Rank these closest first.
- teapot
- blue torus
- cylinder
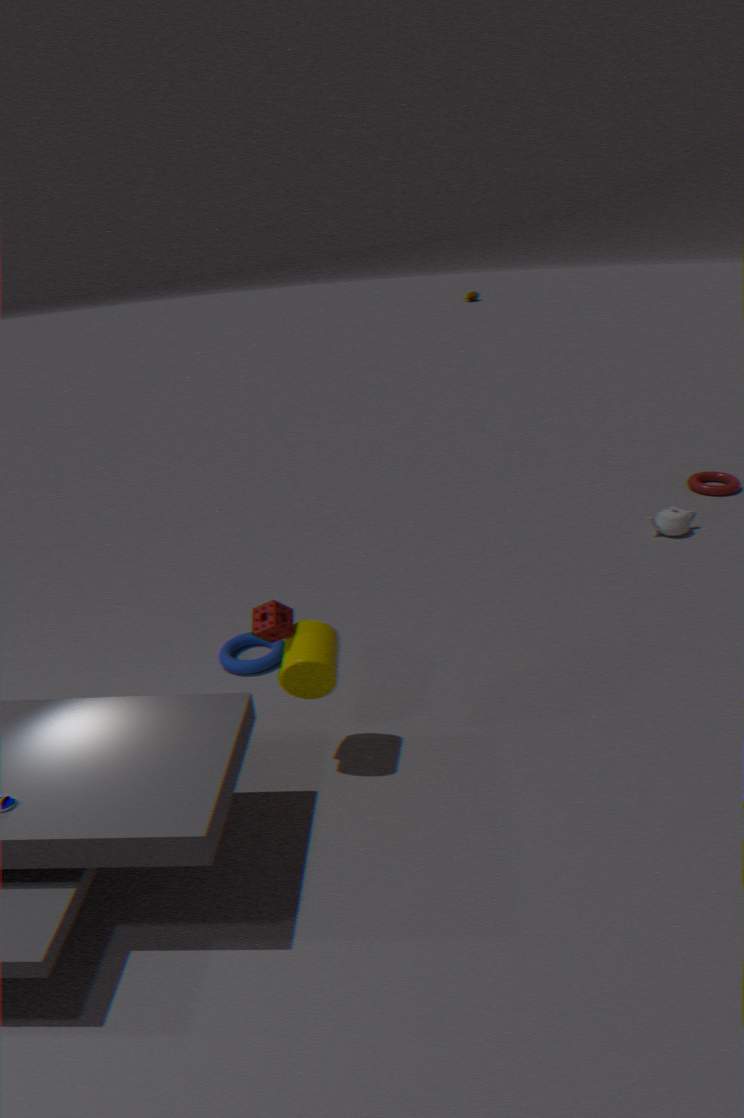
cylinder < blue torus < teapot
